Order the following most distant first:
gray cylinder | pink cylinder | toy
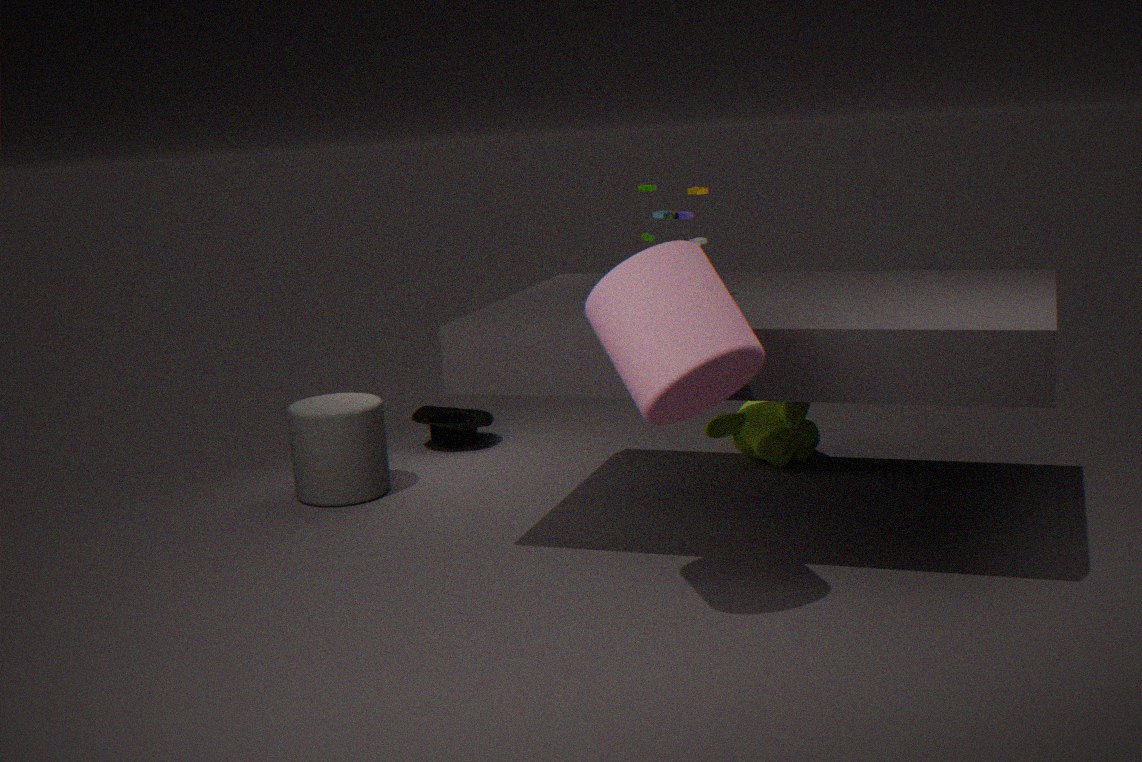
gray cylinder, toy, pink cylinder
